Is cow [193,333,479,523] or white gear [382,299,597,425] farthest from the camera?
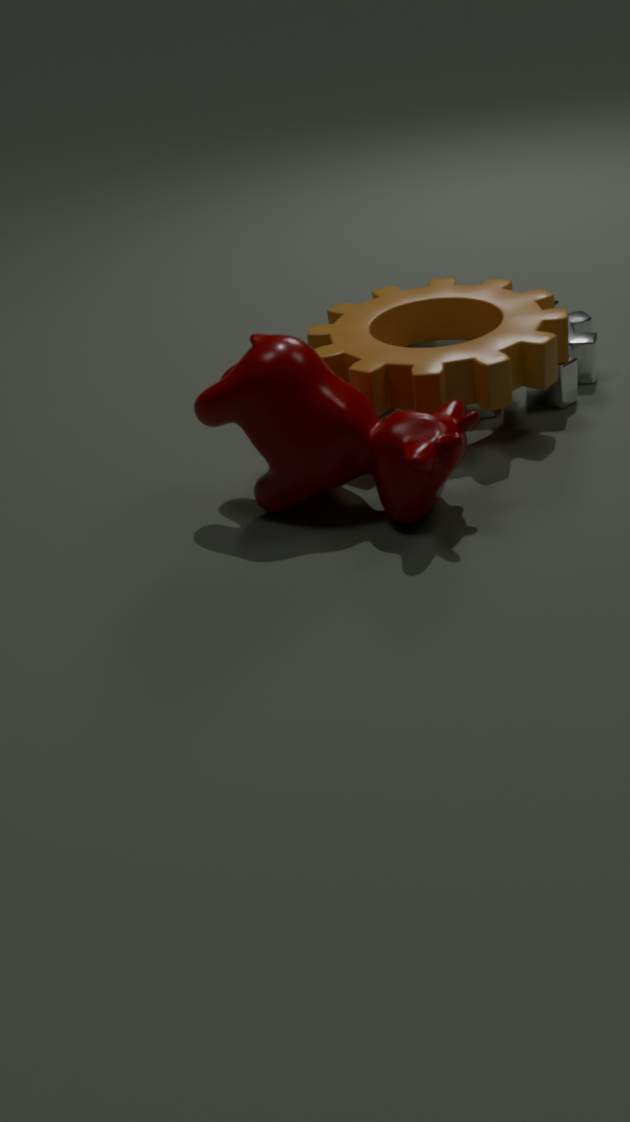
white gear [382,299,597,425]
